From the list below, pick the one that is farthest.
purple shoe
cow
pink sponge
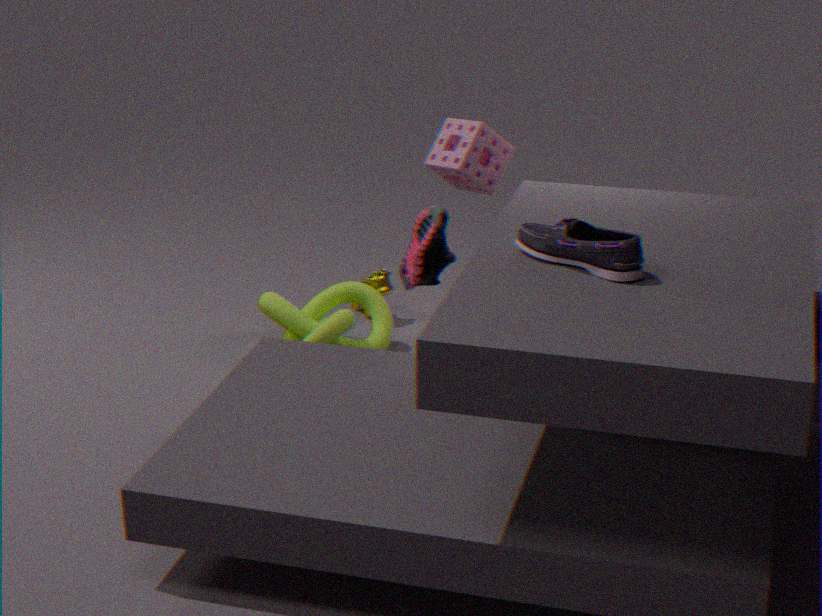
cow
